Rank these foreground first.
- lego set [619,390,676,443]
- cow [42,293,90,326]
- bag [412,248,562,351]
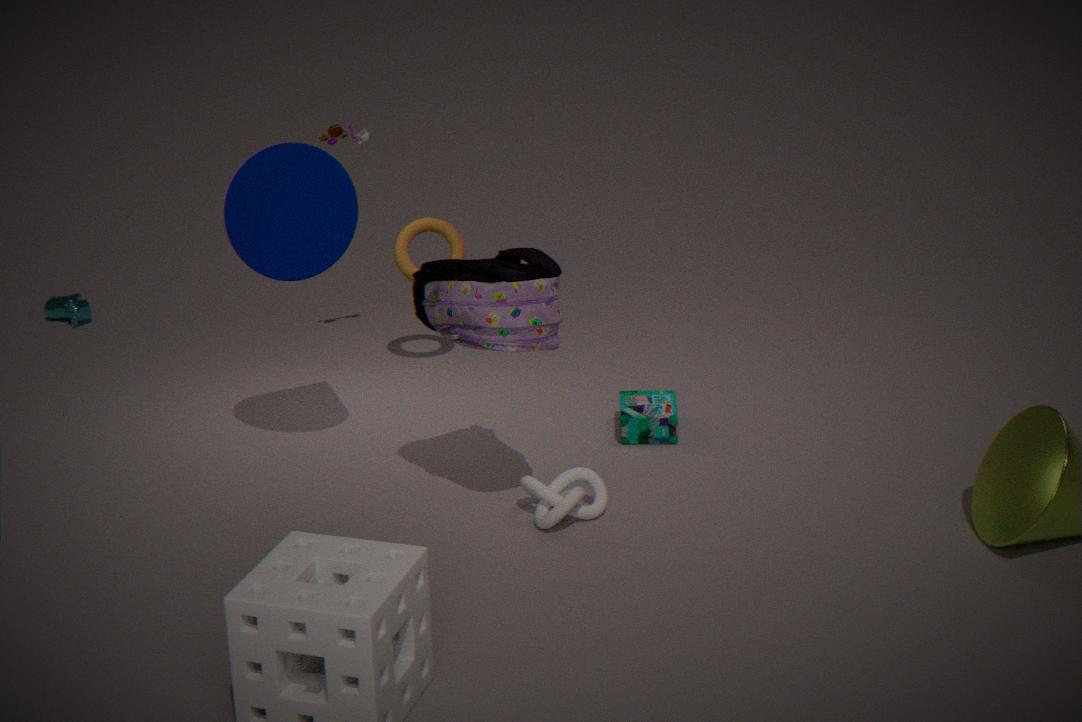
bag [412,248,562,351] < lego set [619,390,676,443] < cow [42,293,90,326]
